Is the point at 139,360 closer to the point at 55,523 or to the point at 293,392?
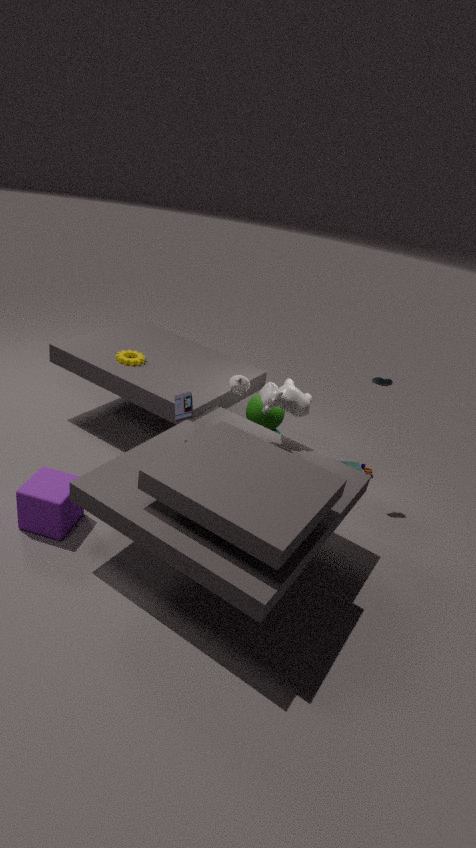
the point at 55,523
